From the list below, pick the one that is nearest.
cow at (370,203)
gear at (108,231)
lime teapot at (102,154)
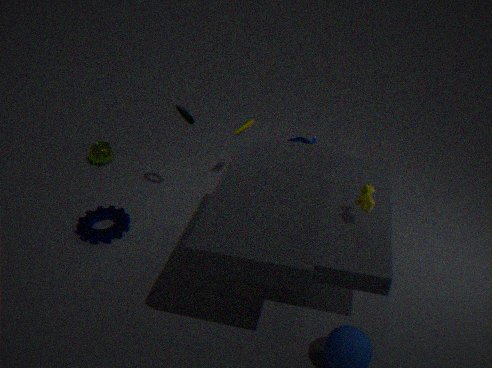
cow at (370,203)
